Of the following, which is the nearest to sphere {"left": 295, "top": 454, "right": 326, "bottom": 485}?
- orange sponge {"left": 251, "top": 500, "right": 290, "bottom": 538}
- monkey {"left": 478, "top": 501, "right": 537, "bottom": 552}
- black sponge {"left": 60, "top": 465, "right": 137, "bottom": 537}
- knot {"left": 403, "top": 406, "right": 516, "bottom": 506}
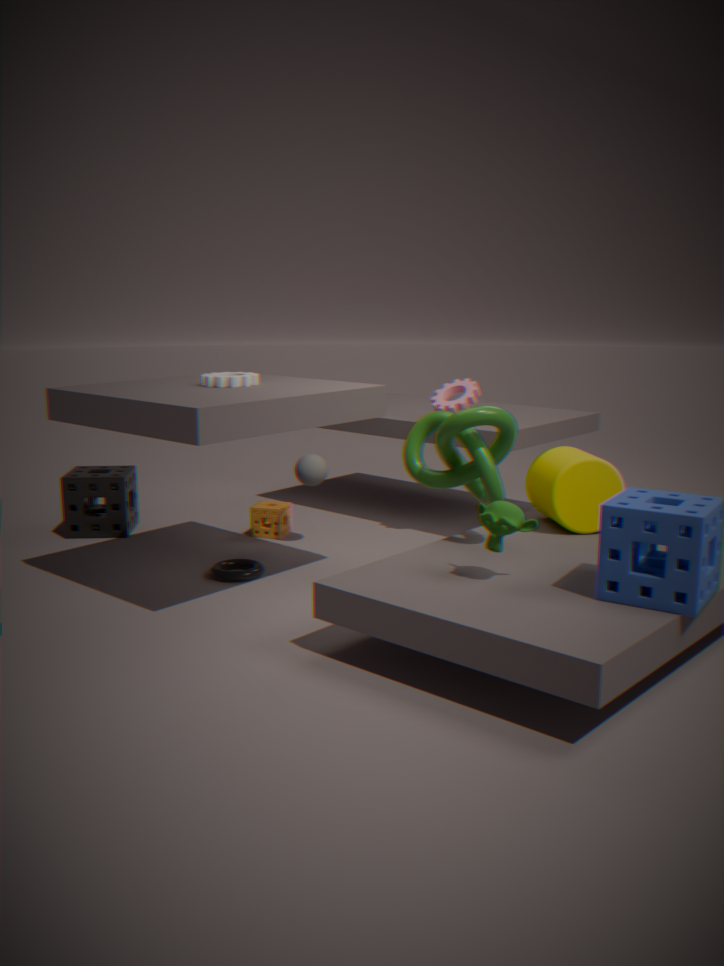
orange sponge {"left": 251, "top": 500, "right": 290, "bottom": 538}
